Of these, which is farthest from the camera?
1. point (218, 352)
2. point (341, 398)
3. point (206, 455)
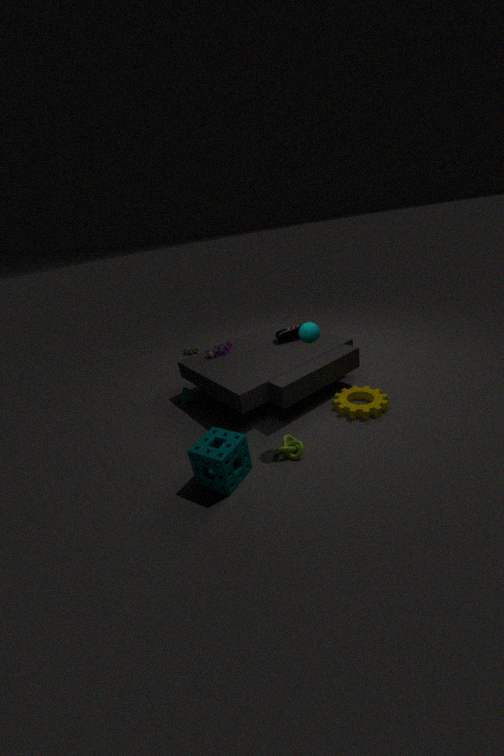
point (218, 352)
